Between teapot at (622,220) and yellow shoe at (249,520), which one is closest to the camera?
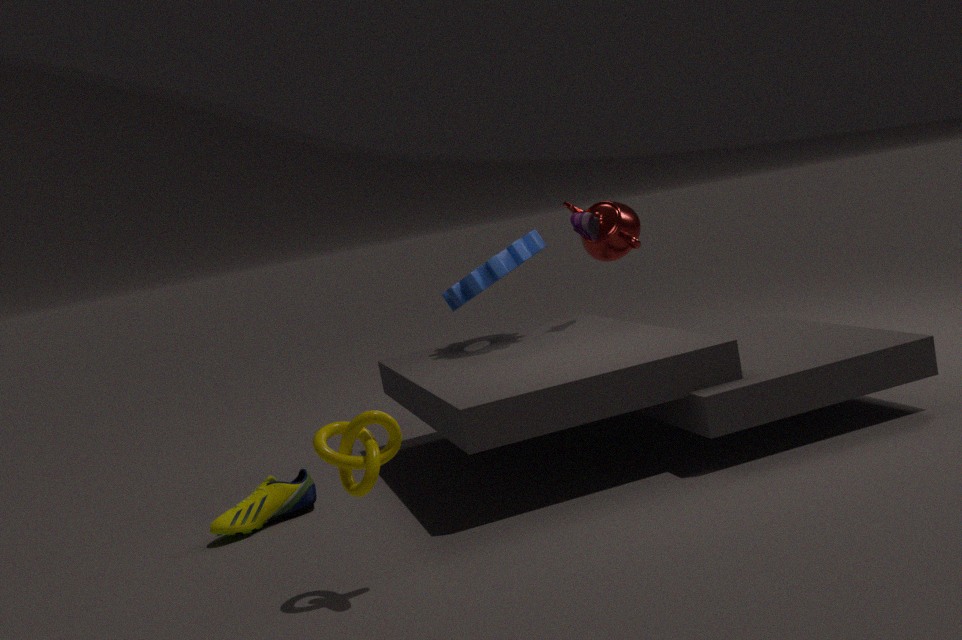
yellow shoe at (249,520)
